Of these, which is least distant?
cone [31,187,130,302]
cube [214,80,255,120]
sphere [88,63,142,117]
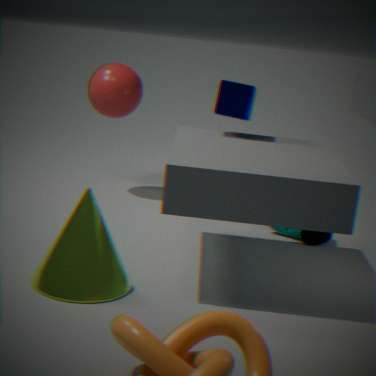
cone [31,187,130,302]
